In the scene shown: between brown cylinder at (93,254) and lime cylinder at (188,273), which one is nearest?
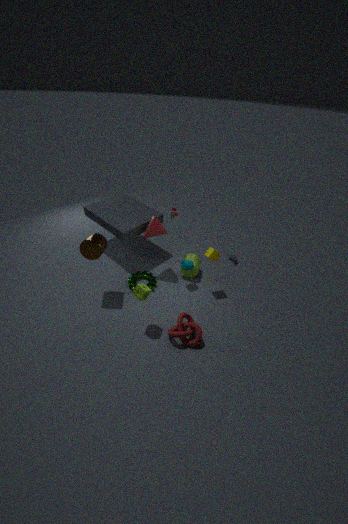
brown cylinder at (93,254)
